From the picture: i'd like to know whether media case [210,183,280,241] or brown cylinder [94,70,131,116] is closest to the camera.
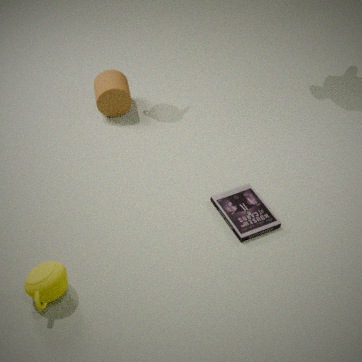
media case [210,183,280,241]
